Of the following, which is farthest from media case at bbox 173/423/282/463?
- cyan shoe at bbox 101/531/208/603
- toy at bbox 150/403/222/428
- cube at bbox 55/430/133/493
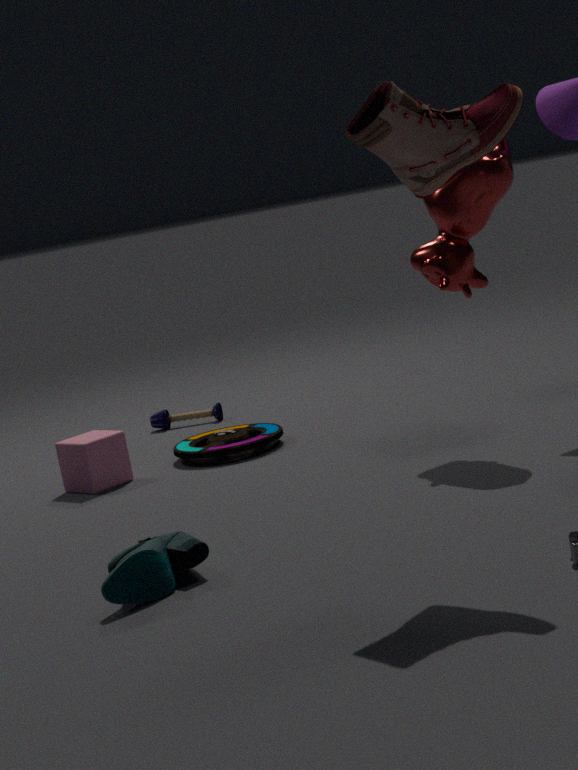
cyan shoe at bbox 101/531/208/603
